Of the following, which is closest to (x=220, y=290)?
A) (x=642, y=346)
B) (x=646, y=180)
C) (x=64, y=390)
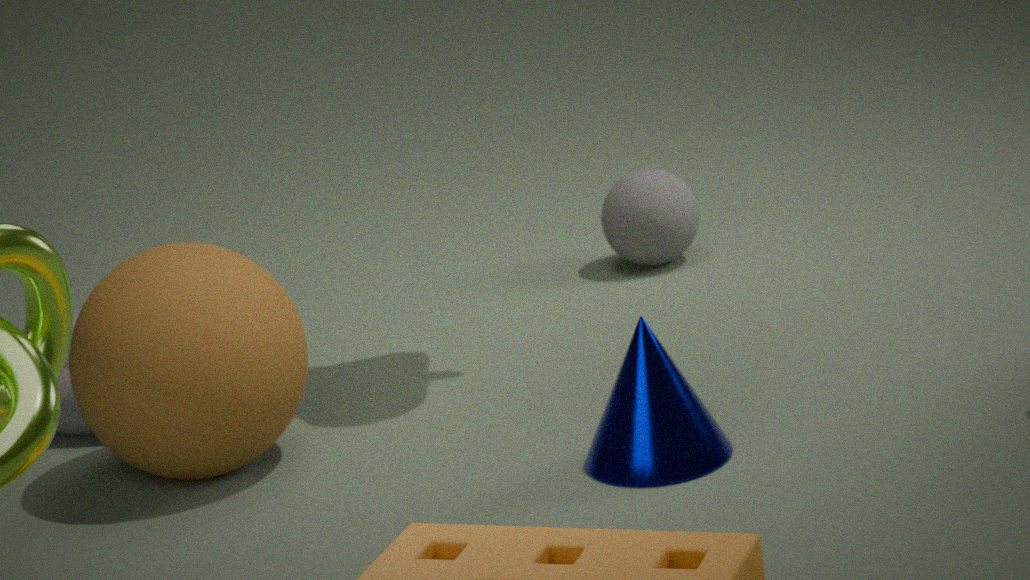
(x=64, y=390)
